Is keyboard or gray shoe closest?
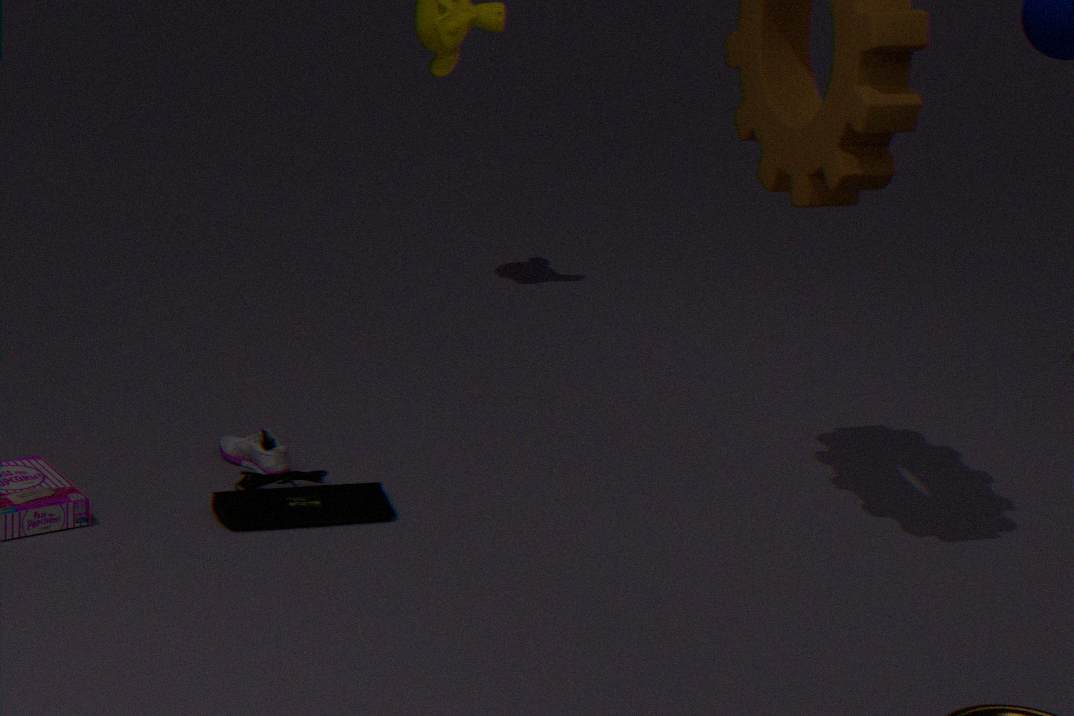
keyboard
